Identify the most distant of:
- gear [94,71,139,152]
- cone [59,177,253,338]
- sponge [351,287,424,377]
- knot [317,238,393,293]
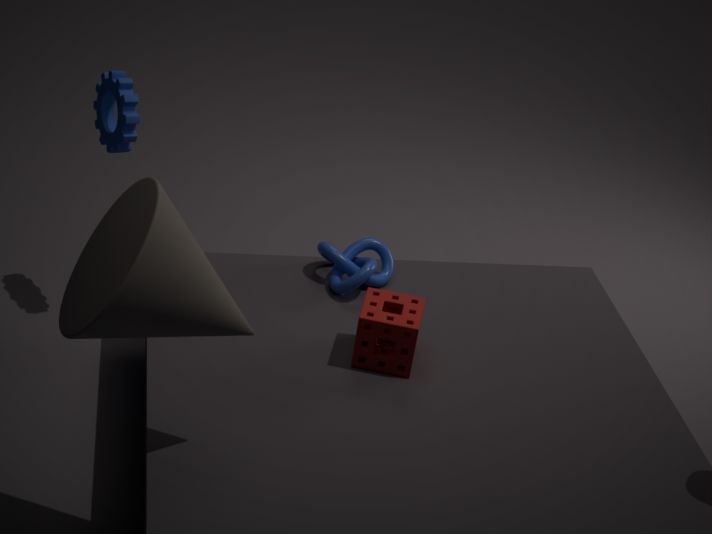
gear [94,71,139,152]
